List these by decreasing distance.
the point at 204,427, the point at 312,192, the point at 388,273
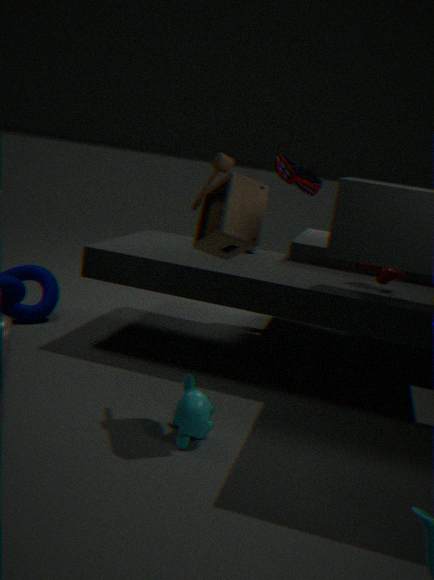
the point at 312,192
the point at 388,273
the point at 204,427
